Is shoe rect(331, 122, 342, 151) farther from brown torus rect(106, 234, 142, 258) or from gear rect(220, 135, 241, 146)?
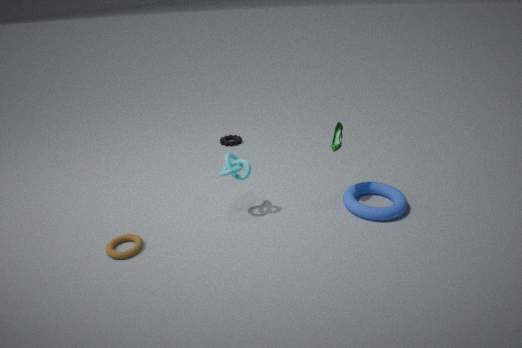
brown torus rect(106, 234, 142, 258)
